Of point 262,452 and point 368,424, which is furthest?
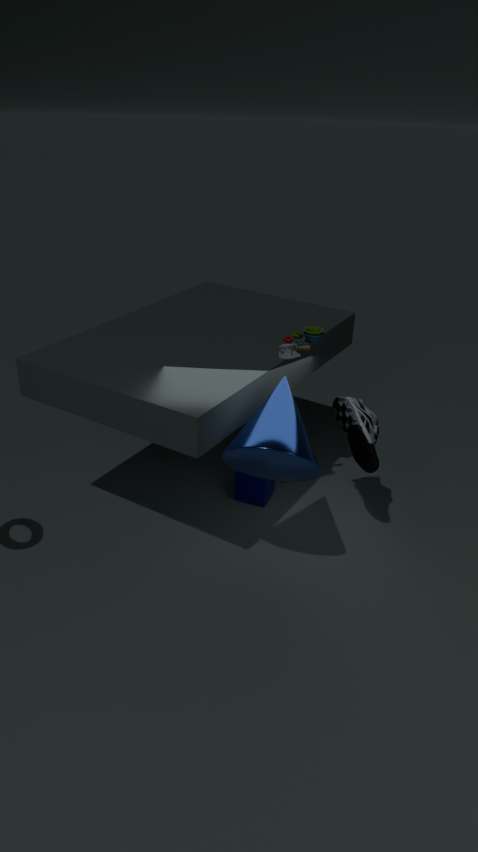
point 368,424
